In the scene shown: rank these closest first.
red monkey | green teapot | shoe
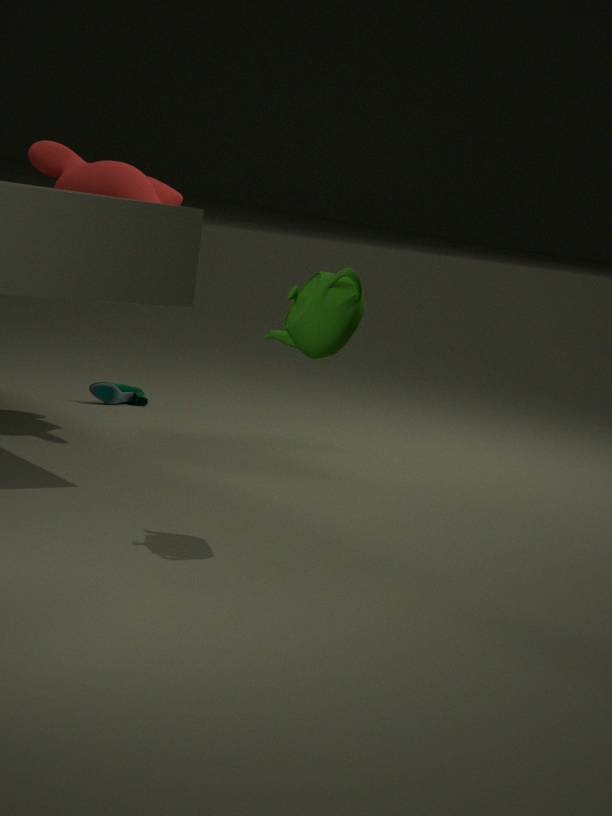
green teapot
red monkey
shoe
